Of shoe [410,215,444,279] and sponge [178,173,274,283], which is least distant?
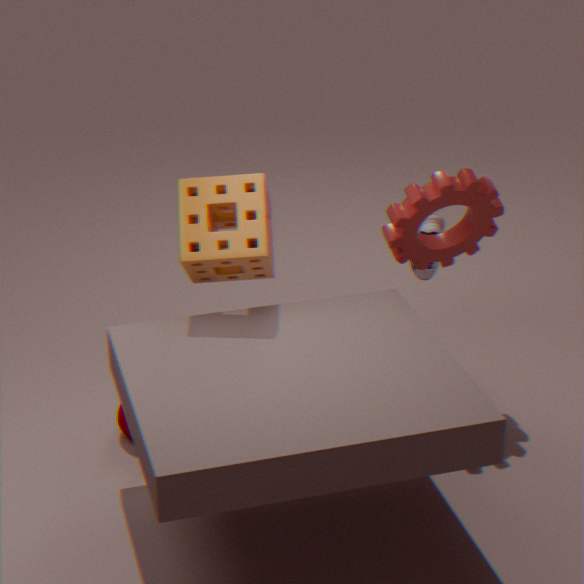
sponge [178,173,274,283]
